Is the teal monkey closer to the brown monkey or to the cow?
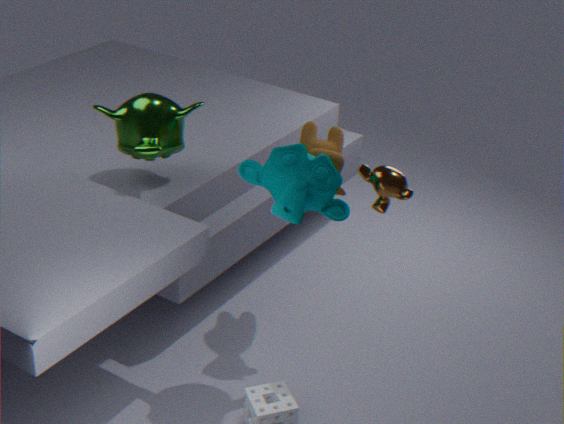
the cow
